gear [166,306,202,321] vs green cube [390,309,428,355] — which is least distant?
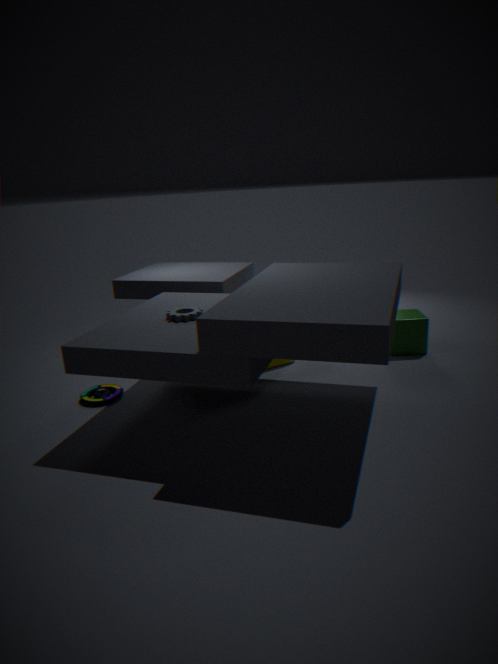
gear [166,306,202,321]
